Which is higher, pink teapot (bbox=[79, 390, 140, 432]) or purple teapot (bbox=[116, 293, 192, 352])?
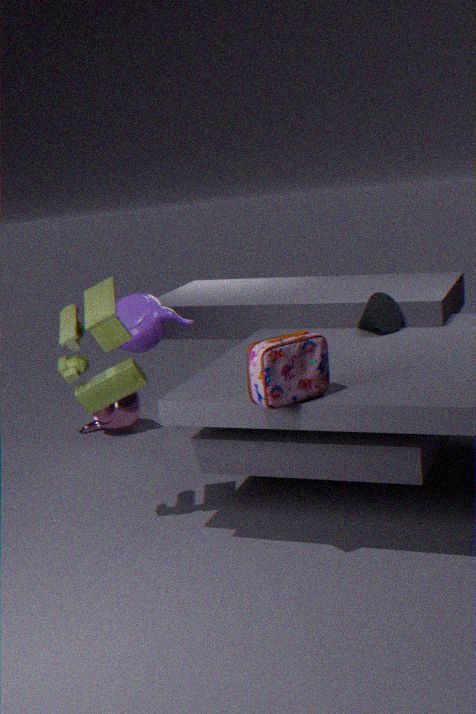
purple teapot (bbox=[116, 293, 192, 352])
